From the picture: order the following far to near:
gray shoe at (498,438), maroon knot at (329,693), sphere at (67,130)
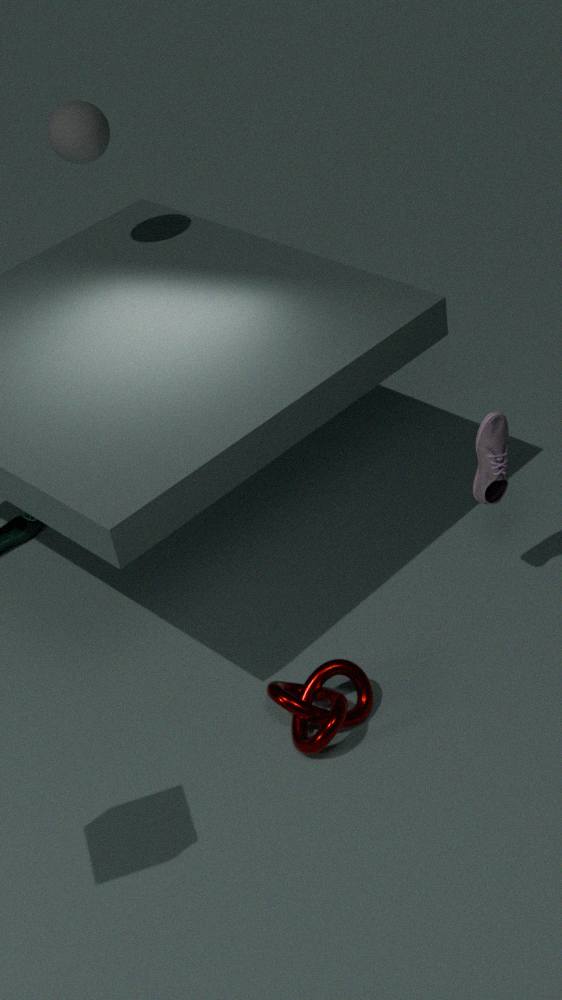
sphere at (67,130) → gray shoe at (498,438) → maroon knot at (329,693)
